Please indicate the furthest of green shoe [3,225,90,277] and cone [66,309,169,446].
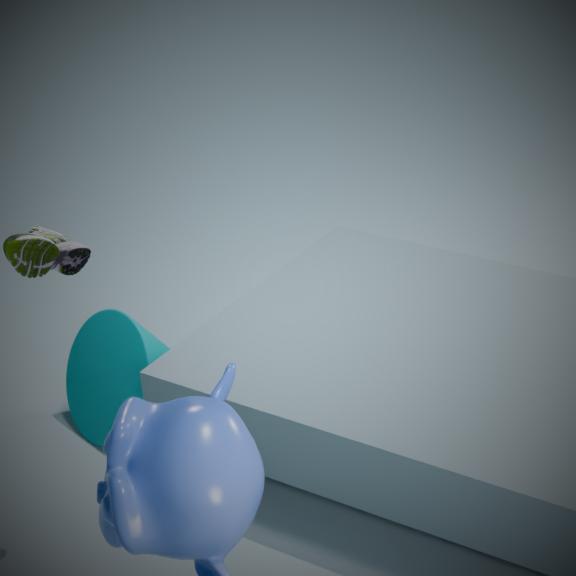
cone [66,309,169,446]
